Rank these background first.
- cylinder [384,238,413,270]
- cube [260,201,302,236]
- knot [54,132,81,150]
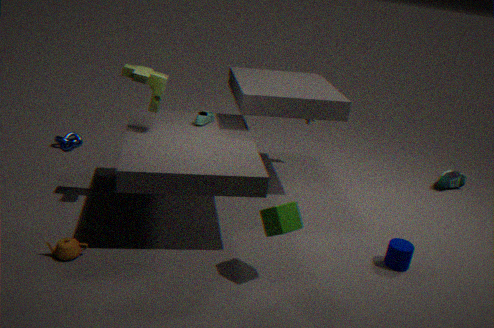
1. knot [54,132,81,150]
2. cylinder [384,238,413,270]
3. cube [260,201,302,236]
